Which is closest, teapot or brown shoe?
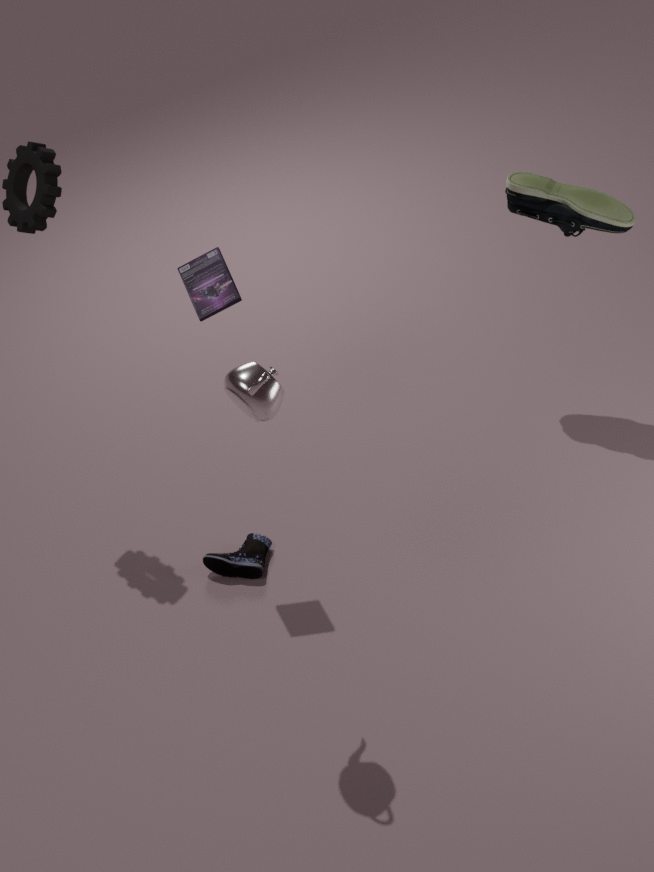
teapot
